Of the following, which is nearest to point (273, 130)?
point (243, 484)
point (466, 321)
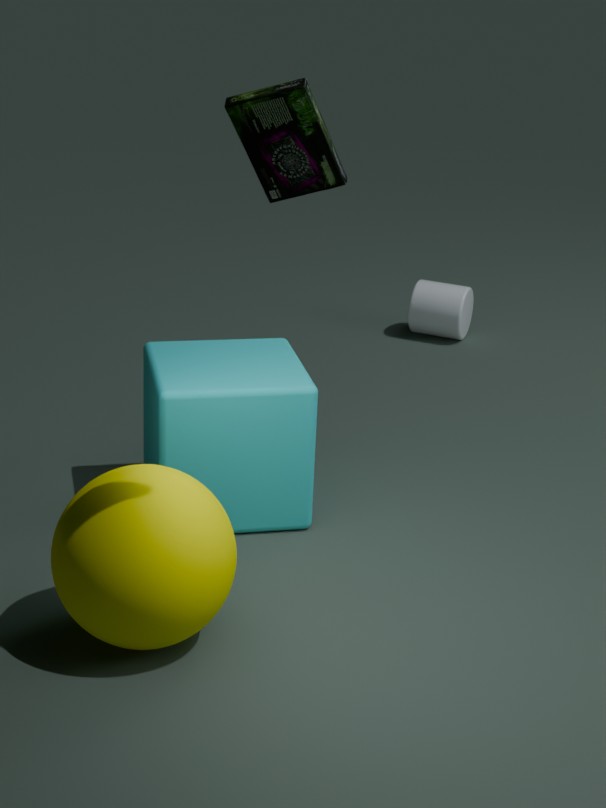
point (243, 484)
